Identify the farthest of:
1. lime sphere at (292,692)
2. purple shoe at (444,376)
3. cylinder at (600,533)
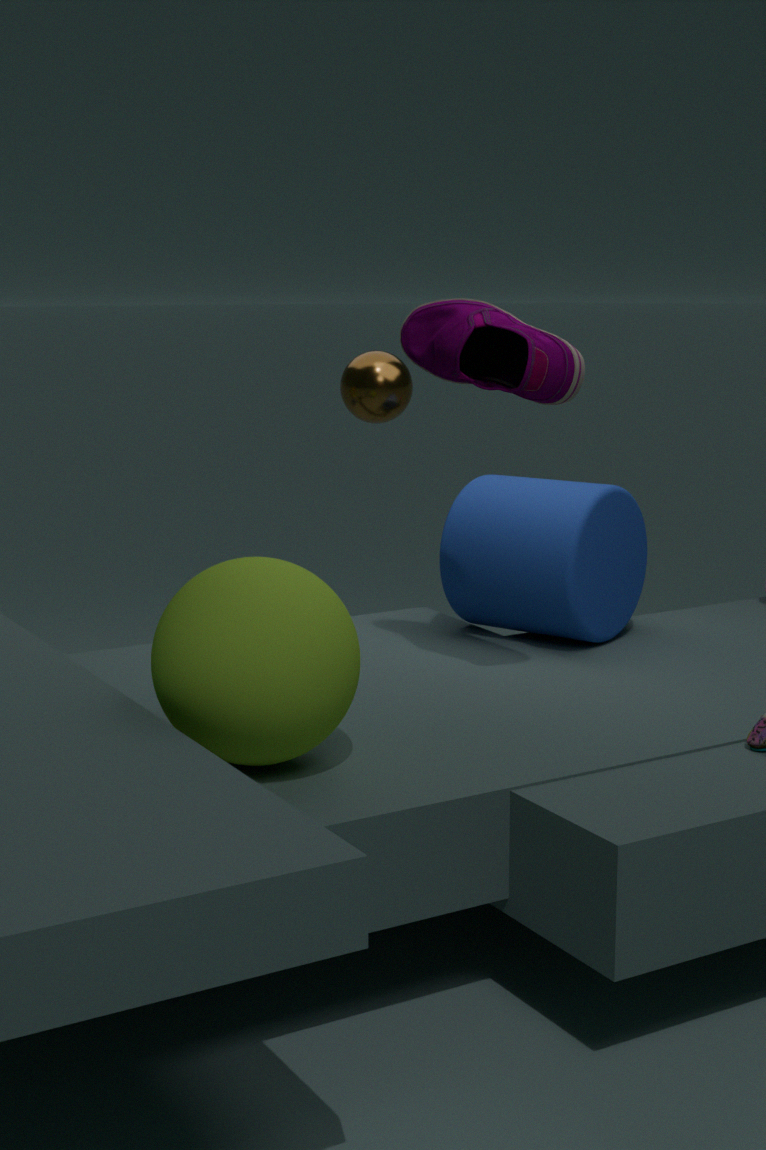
cylinder at (600,533)
